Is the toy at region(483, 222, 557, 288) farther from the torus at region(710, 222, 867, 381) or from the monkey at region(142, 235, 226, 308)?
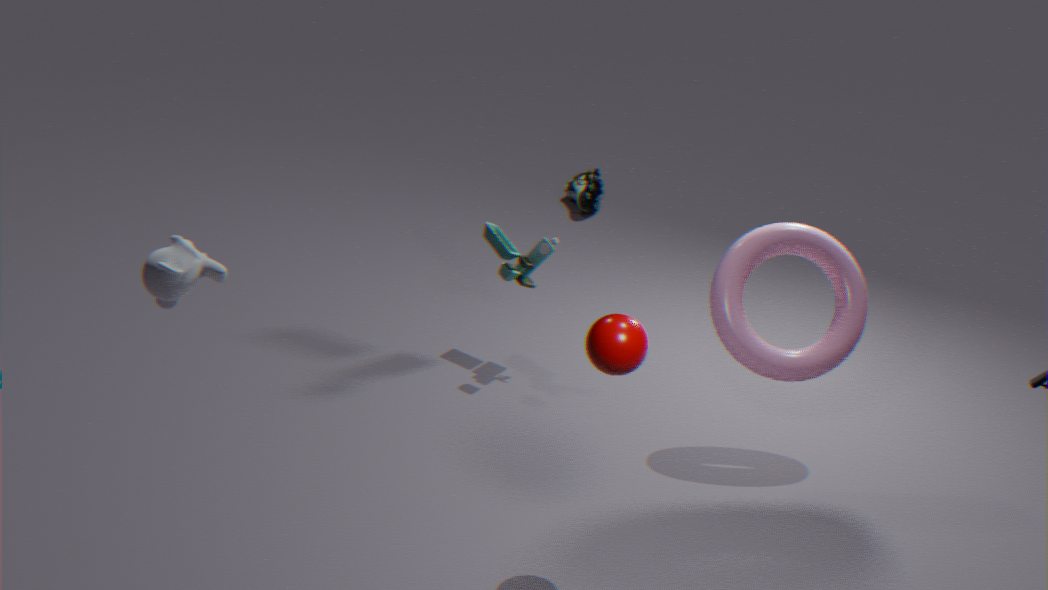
the monkey at region(142, 235, 226, 308)
